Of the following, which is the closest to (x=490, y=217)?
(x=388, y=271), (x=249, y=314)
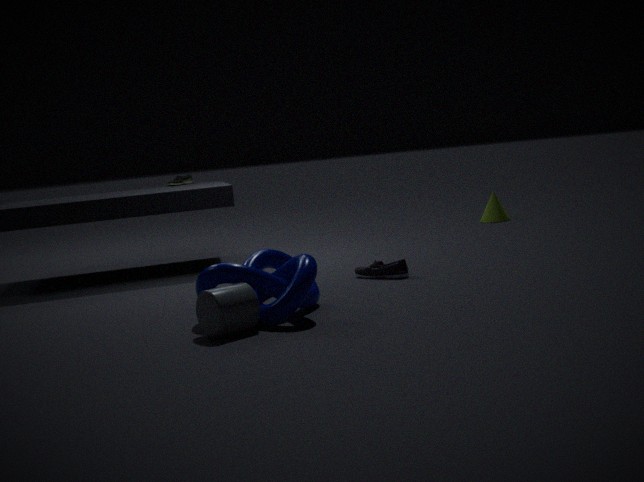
(x=388, y=271)
